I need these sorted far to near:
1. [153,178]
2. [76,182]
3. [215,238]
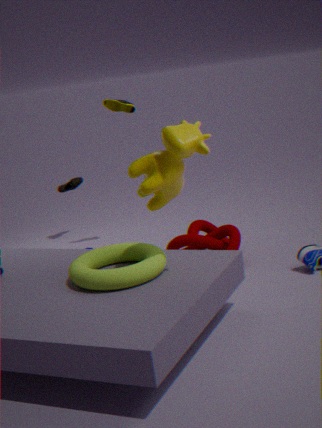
[76,182]
[215,238]
[153,178]
